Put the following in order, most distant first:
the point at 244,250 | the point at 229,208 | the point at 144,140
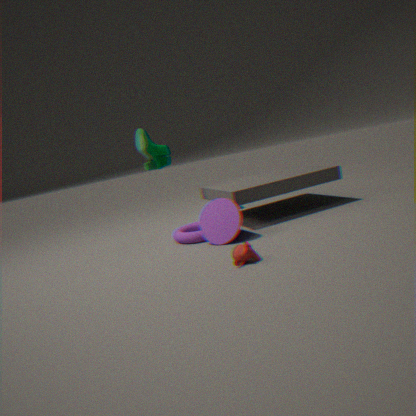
the point at 144,140
the point at 229,208
the point at 244,250
